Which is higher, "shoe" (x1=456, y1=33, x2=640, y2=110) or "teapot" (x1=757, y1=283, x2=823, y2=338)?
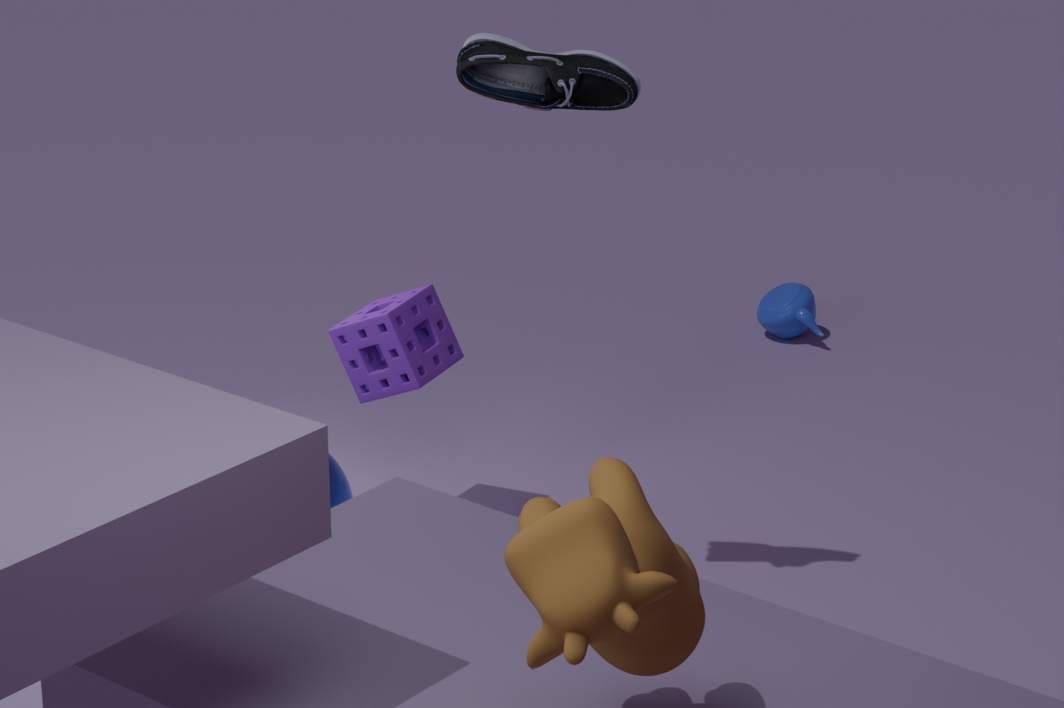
"shoe" (x1=456, y1=33, x2=640, y2=110)
